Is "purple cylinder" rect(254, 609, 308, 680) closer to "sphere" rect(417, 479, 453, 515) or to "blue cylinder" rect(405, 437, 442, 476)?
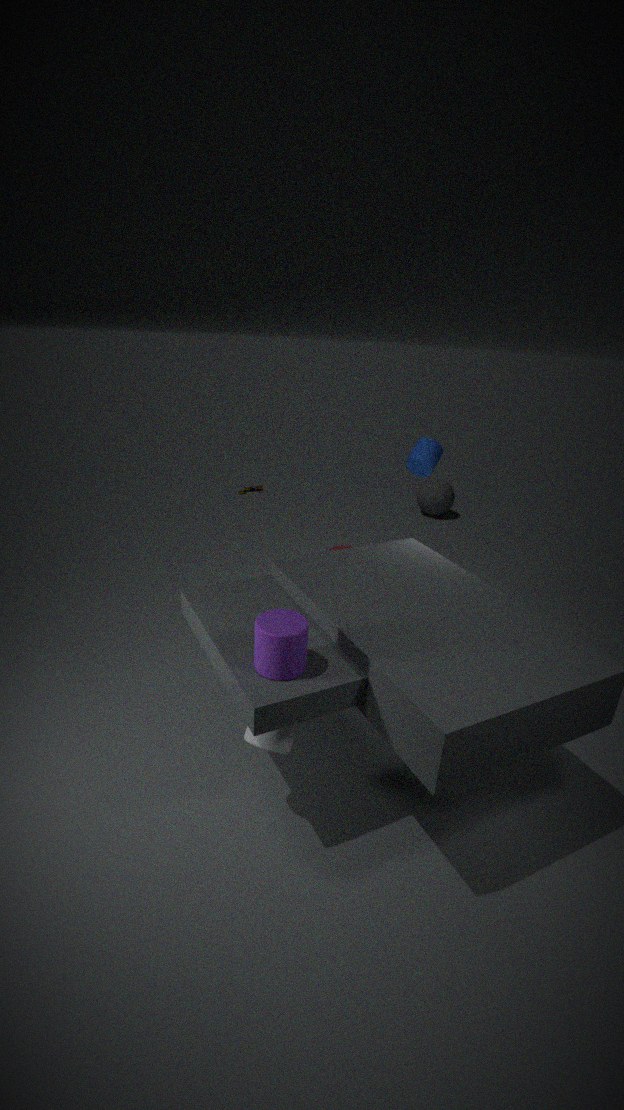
"blue cylinder" rect(405, 437, 442, 476)
